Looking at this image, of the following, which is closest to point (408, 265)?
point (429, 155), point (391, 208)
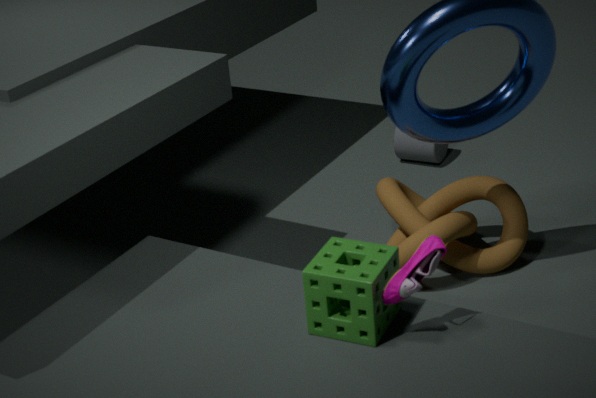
point (391, 208)
